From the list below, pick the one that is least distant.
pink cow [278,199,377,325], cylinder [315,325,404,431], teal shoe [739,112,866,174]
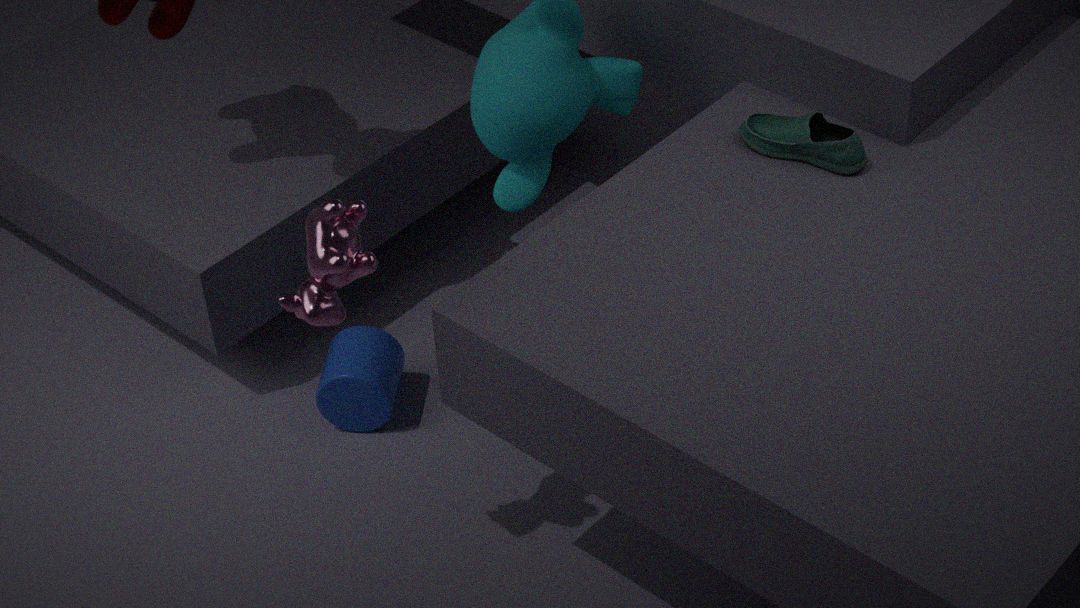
pink cow [278,199,377,325]
